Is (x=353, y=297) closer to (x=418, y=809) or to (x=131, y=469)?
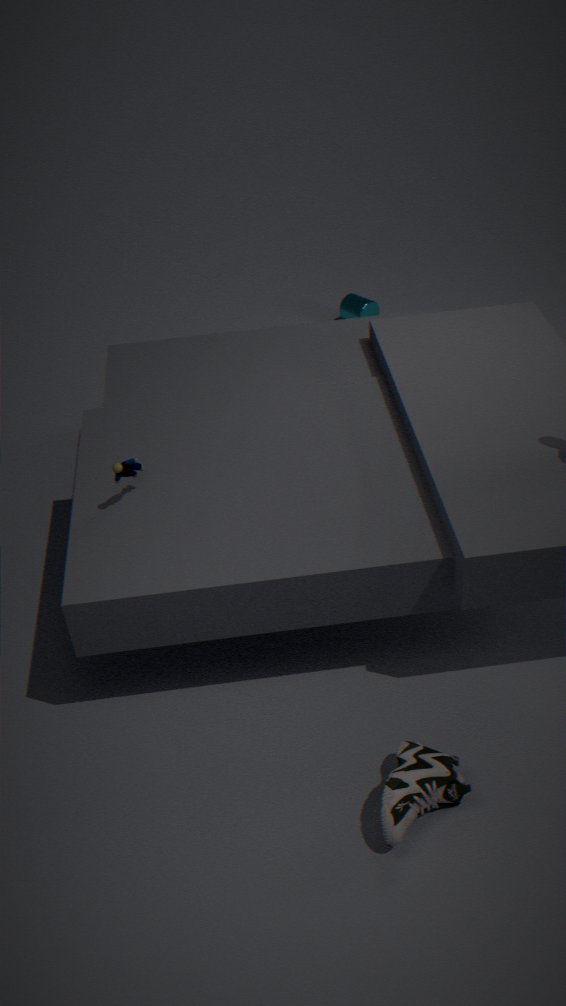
(x=131, y=469)
